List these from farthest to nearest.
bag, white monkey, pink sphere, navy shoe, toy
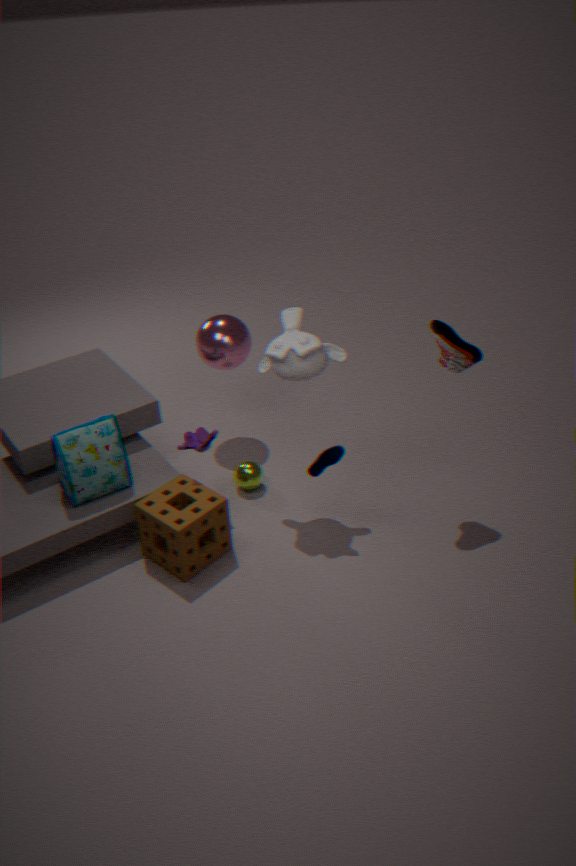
pink sphere → toy → navy shoe → bag → white monkey
